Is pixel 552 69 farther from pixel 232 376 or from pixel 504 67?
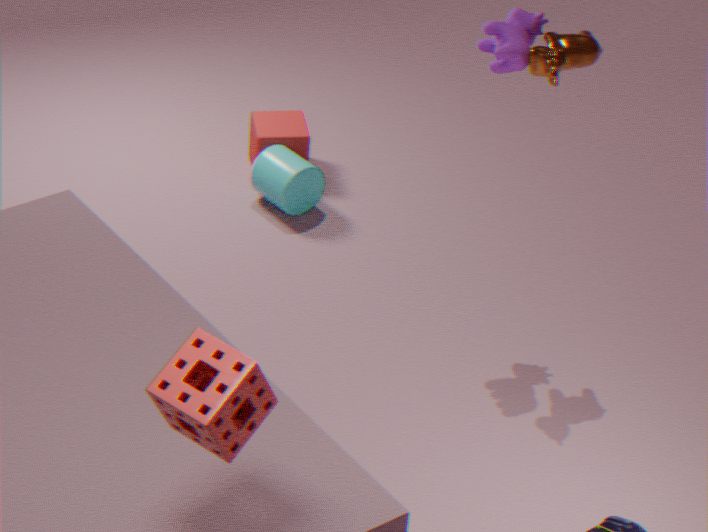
pixel 232 376
